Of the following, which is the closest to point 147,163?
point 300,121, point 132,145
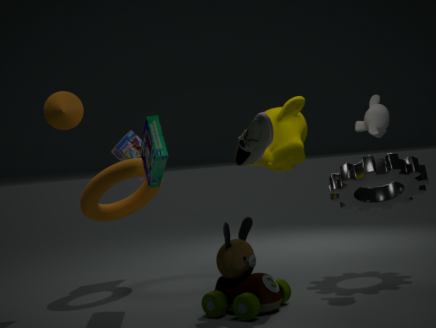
point 300,121
